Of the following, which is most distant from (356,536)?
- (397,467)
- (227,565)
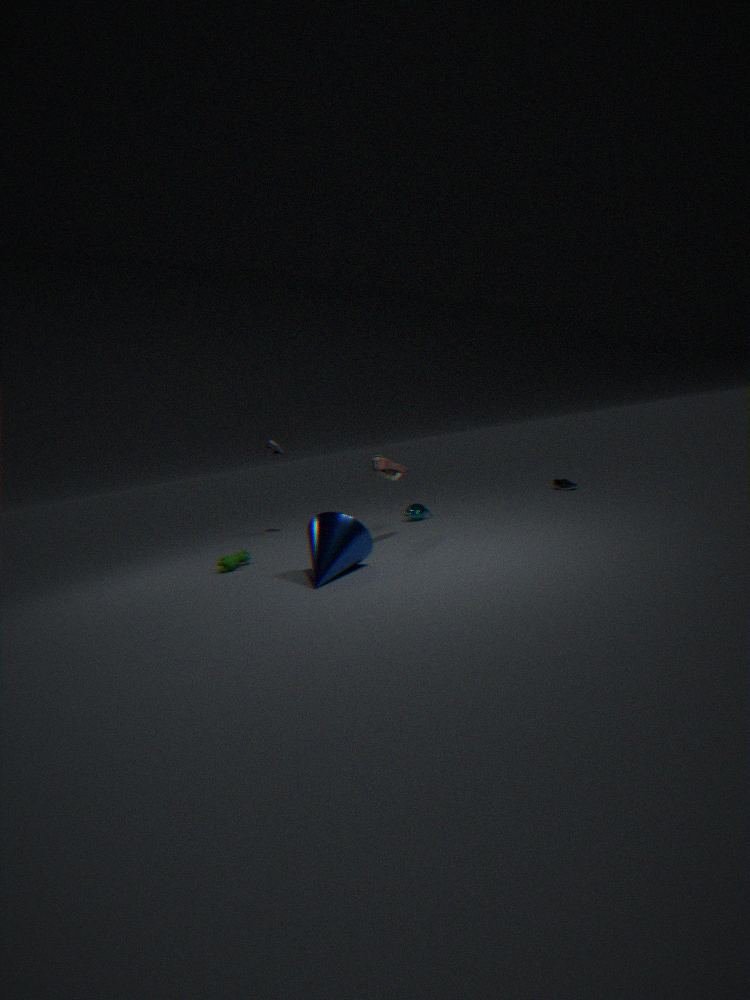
(227,565)
